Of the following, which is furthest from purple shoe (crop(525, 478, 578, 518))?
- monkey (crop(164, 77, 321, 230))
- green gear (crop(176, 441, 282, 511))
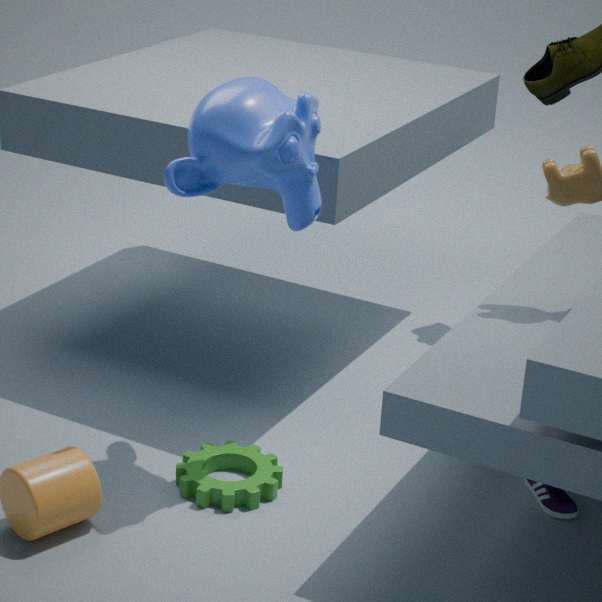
monkey (crop(164, 77, 321, 230))
